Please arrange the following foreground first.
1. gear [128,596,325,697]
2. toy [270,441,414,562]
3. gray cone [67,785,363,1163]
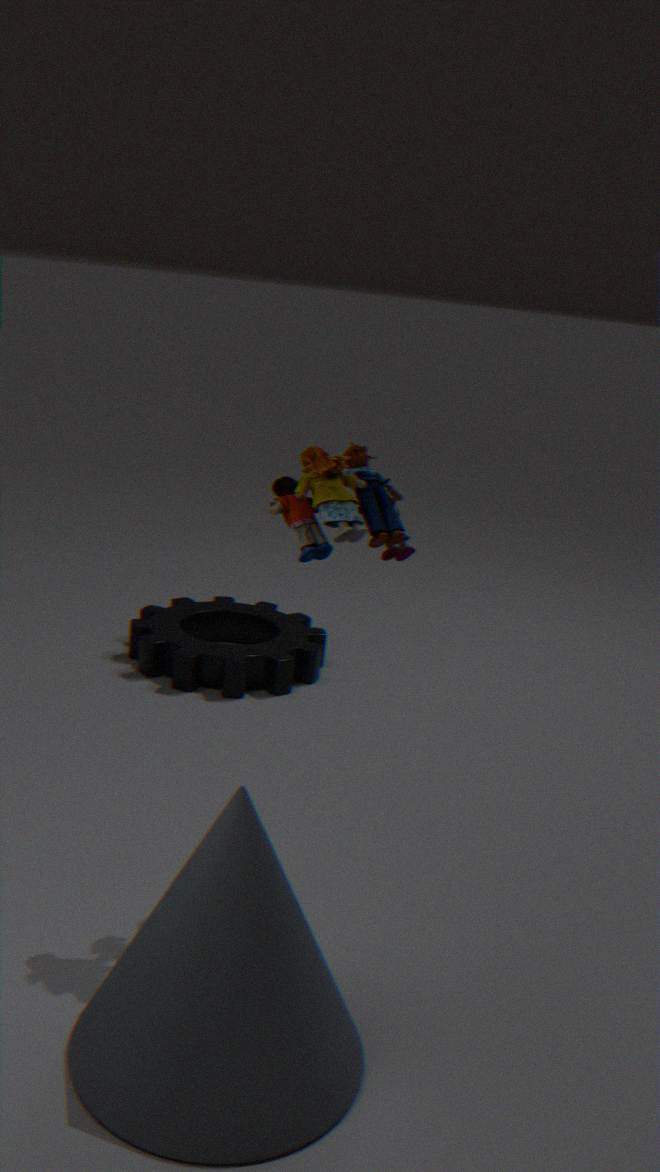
gray cone [67,785,363,1163], toy [270,441,414,562], gear [128,596,325,697]
